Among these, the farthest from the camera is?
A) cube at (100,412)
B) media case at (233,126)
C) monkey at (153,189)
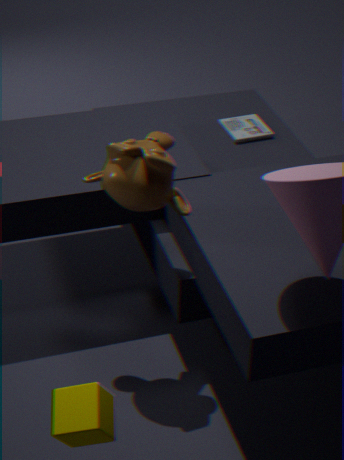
media case at (233,126)
